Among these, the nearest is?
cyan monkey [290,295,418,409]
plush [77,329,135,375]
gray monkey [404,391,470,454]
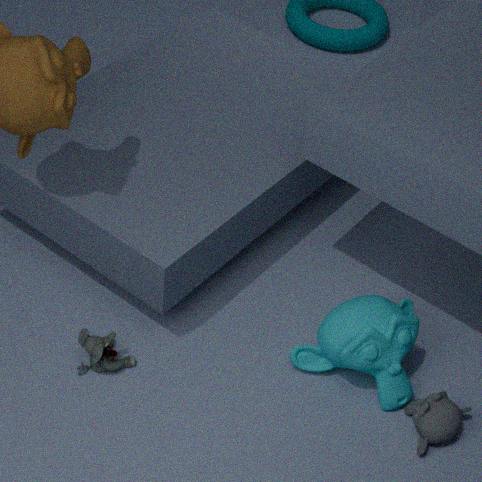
gray monkey [404,391,470,454]
